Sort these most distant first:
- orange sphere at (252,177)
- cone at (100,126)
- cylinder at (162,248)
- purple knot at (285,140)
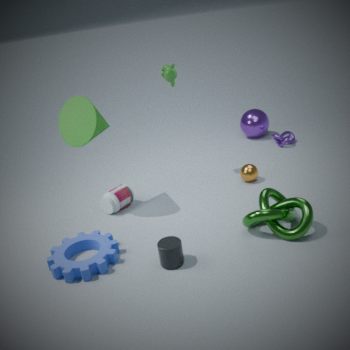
1. purple knot at (285,140)
2. orange sphere at (252,177)
3. cone at (100,126)
4. cylinder at (162,248)
